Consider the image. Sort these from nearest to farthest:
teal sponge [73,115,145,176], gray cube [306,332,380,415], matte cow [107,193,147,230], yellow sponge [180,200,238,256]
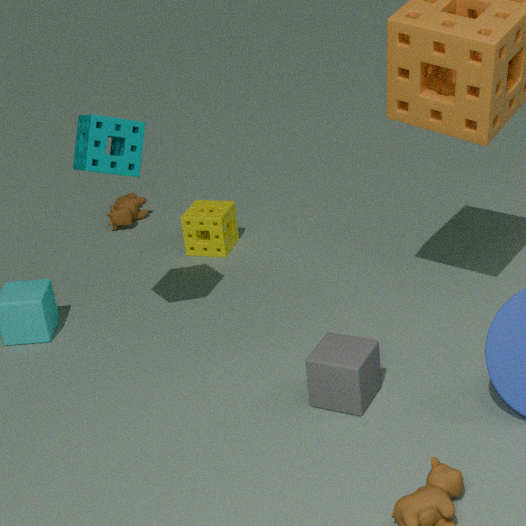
1. gray cube [306,332,380,415]
2. teal sponge [73,115,145,176]
3. yellow sponge [180,200,238,256]
4. matte cow [107,193,147,230]
